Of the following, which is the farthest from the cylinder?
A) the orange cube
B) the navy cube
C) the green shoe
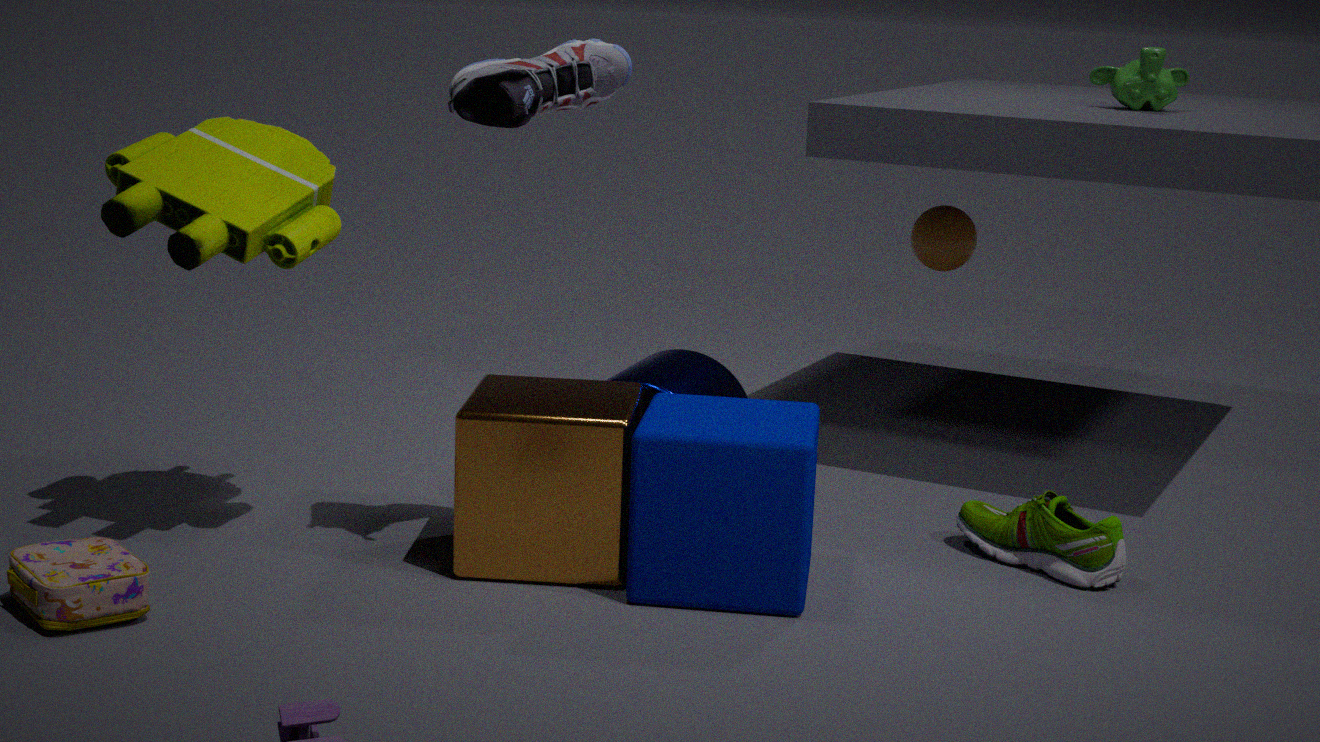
the green shoe
